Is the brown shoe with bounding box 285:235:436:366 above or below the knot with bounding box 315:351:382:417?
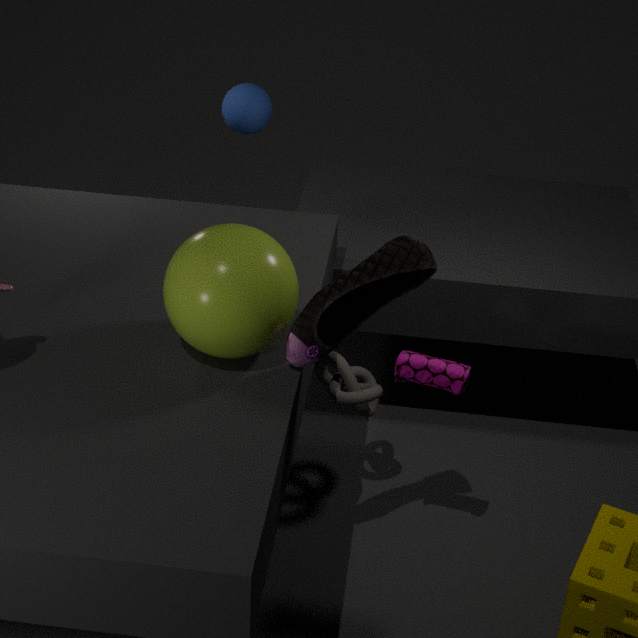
above
